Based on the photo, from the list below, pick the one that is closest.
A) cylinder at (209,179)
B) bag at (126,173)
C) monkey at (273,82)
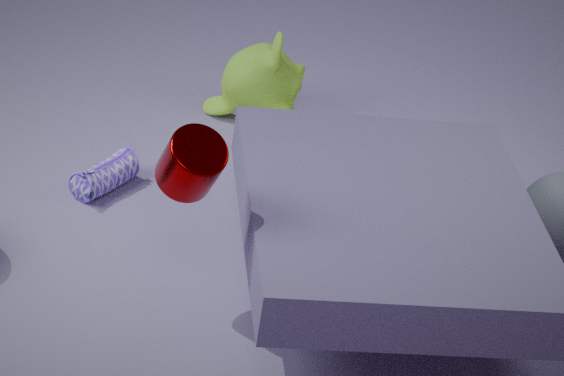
cylinder at (209,179)
